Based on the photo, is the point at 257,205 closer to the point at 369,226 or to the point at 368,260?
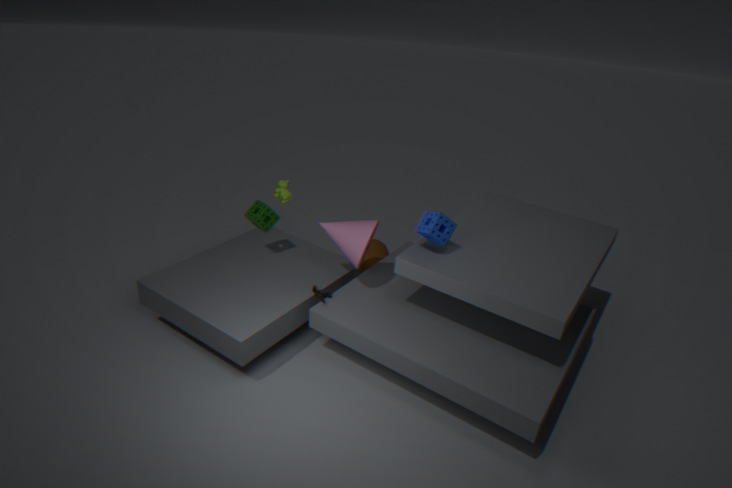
the point at 369,226
